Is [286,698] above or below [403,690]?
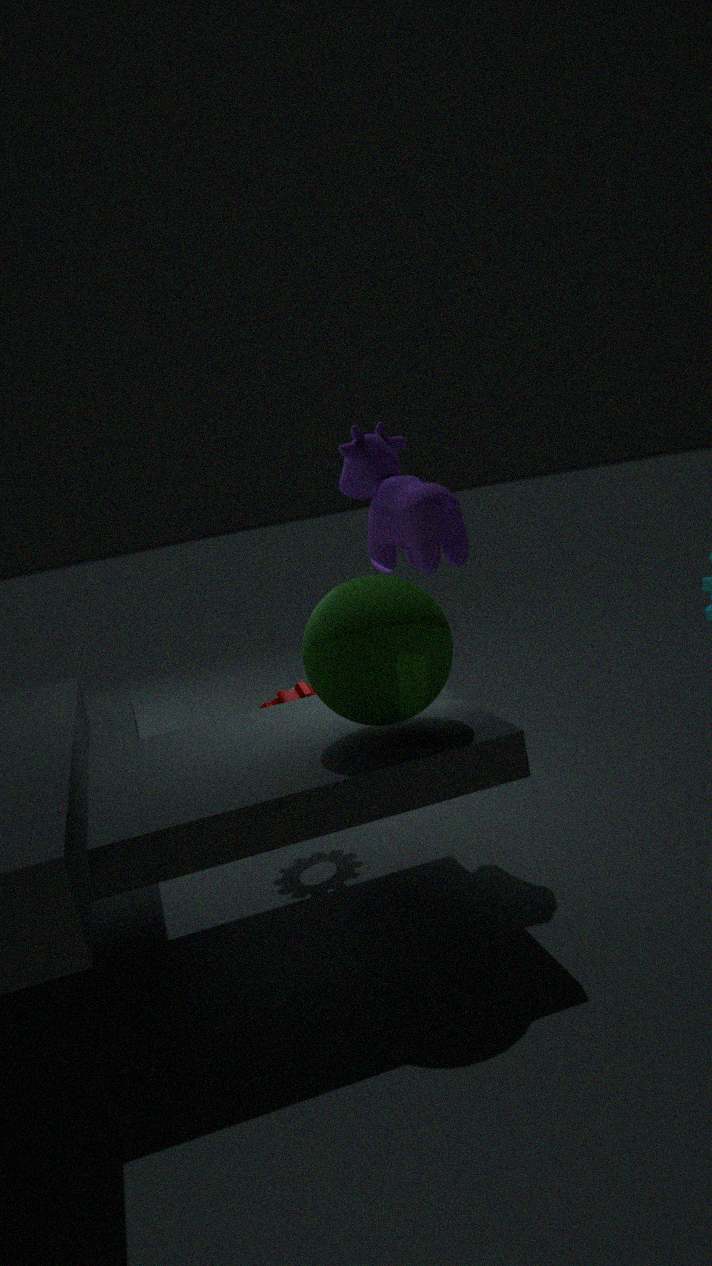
below
